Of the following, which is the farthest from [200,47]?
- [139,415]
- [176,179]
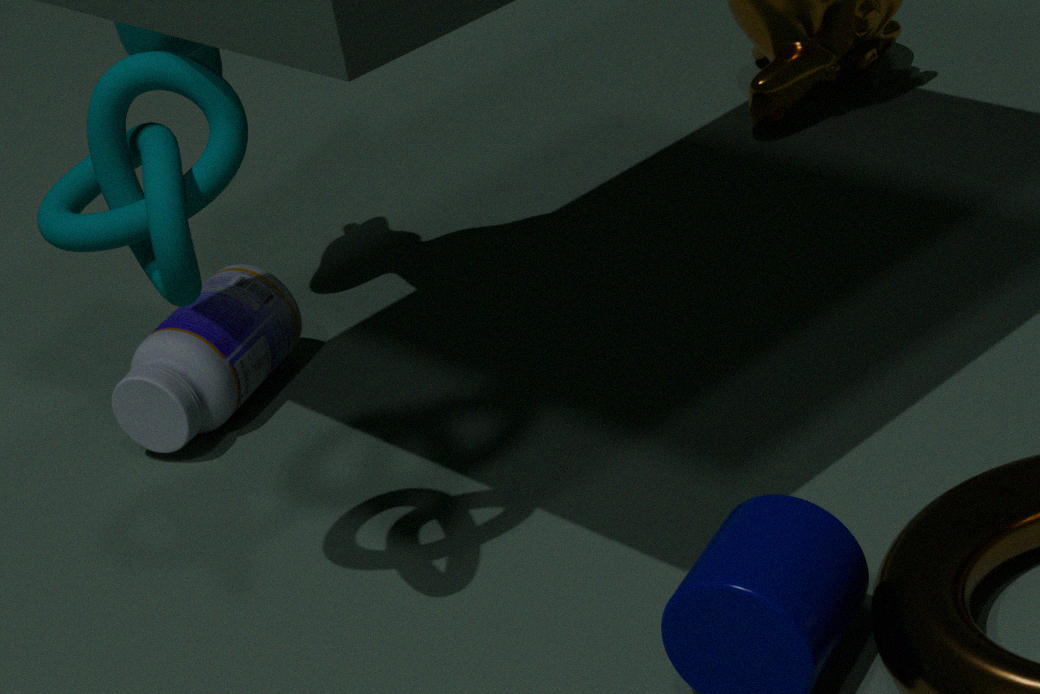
[176,179]
